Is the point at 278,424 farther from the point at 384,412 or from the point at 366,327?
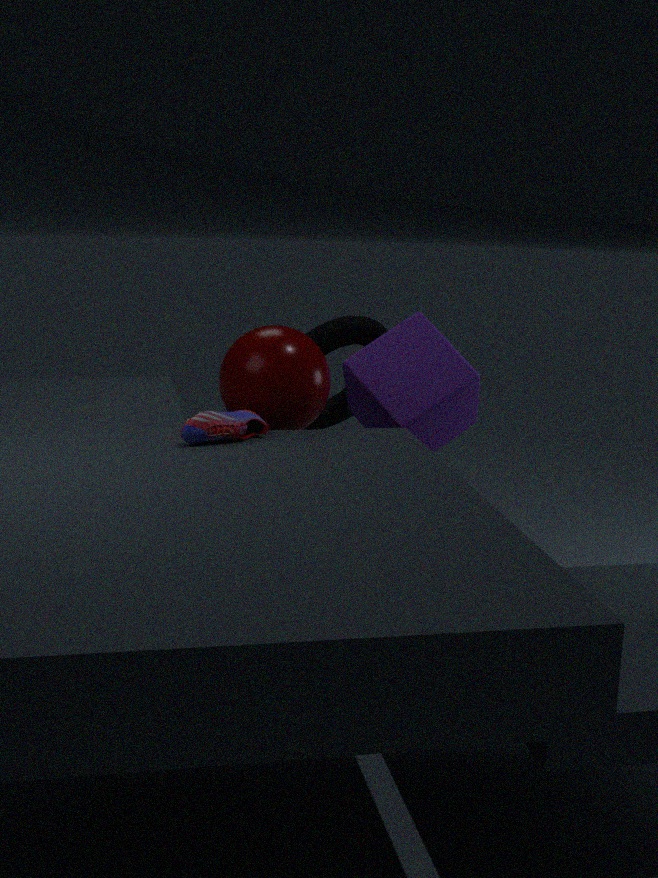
the point at 366,327
